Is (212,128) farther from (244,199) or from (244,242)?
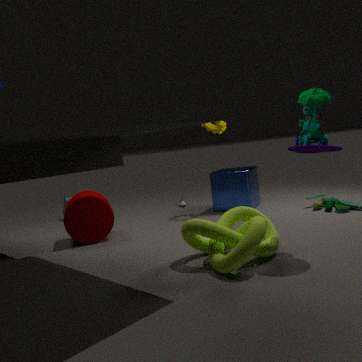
(244,242)
